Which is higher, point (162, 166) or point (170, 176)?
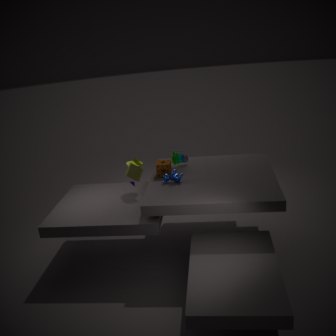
point (162, 166)
